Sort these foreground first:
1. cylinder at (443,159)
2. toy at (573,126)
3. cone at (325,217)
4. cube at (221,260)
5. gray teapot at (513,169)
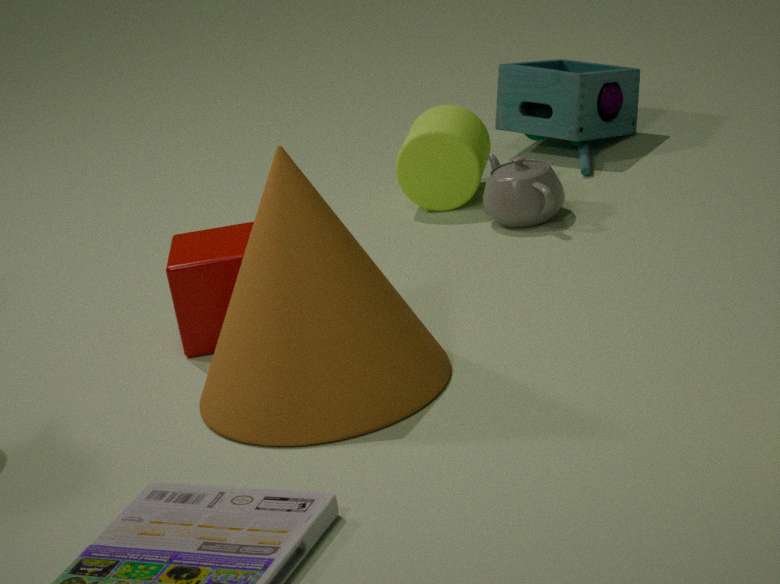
cone at (325,217) → cube at (221,260) → gray teapot at (513,169) → cylinder at (443,159) → toy at (573,126)
